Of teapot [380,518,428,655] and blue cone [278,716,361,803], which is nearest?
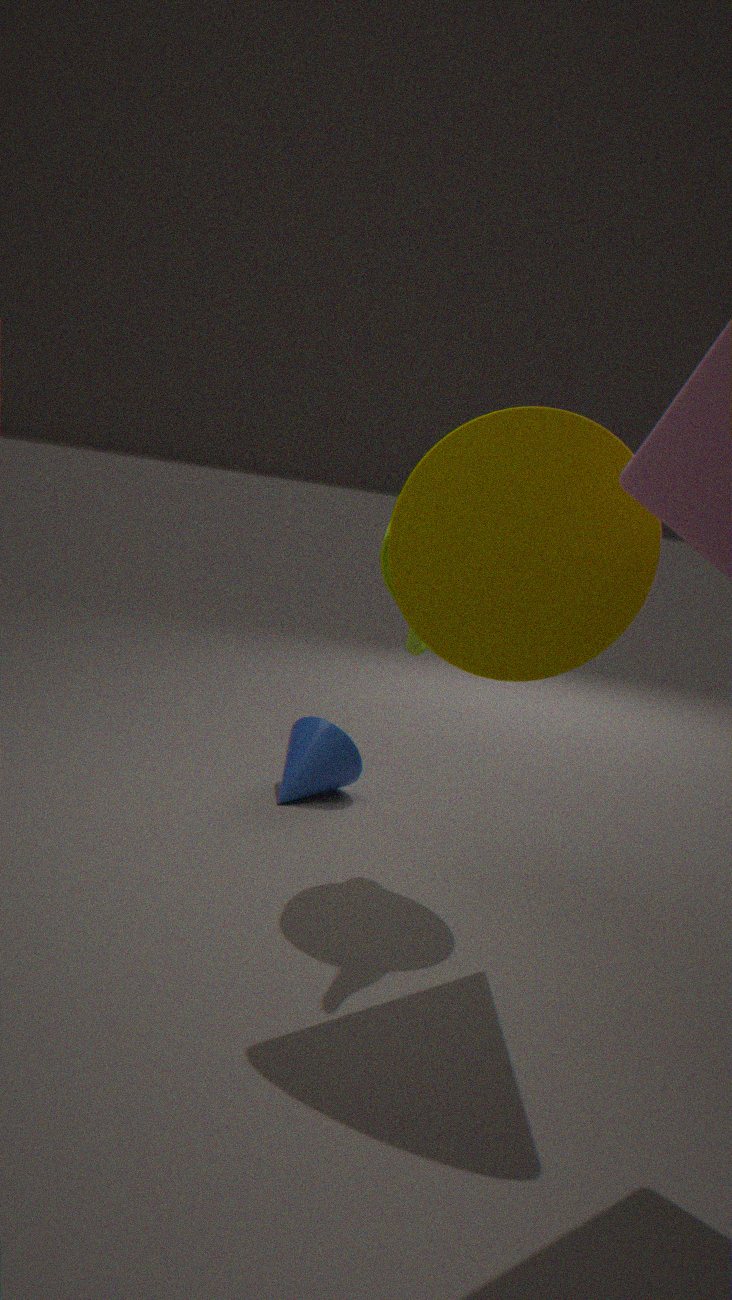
teapot [380,518,428,655]
